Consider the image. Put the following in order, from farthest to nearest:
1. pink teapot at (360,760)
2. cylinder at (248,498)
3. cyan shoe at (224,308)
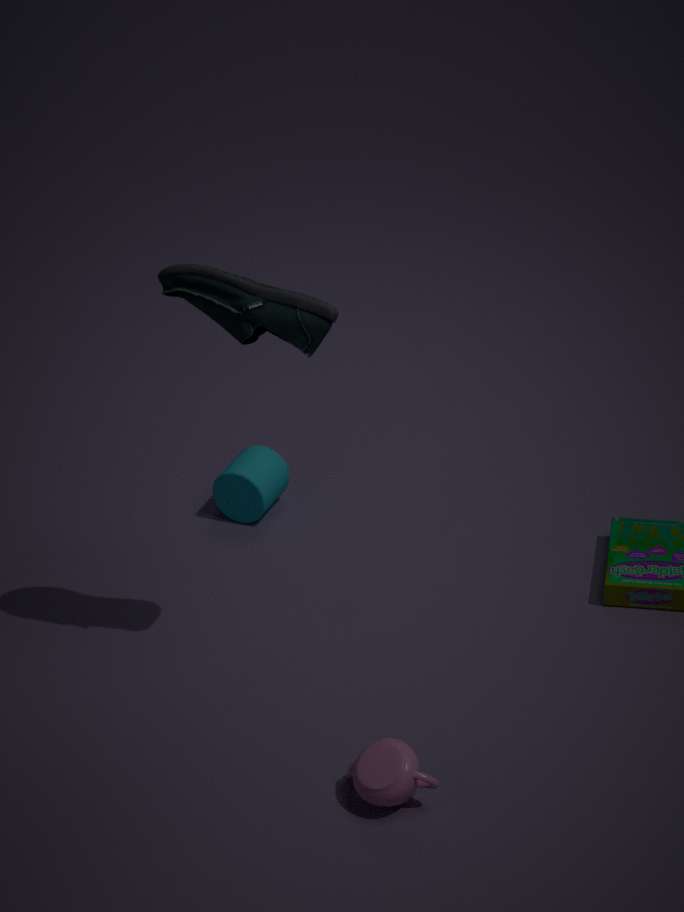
cylinder at (248,498) → cyan shoe at (224,308) → pink teapot at (360,760)
